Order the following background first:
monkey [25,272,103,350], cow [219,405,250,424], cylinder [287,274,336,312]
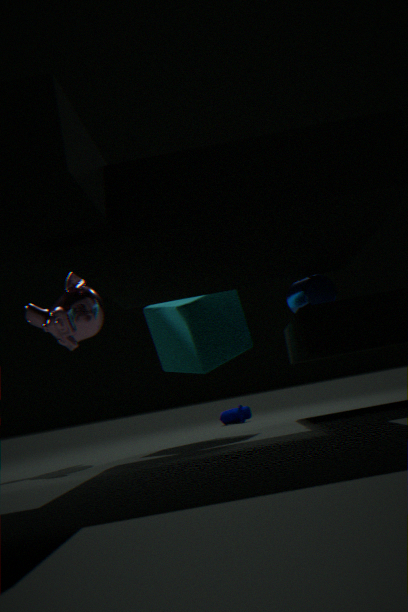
cow [219,405,250,424], monkey [25,272,103,350], cylinder [287,274,336,312]
